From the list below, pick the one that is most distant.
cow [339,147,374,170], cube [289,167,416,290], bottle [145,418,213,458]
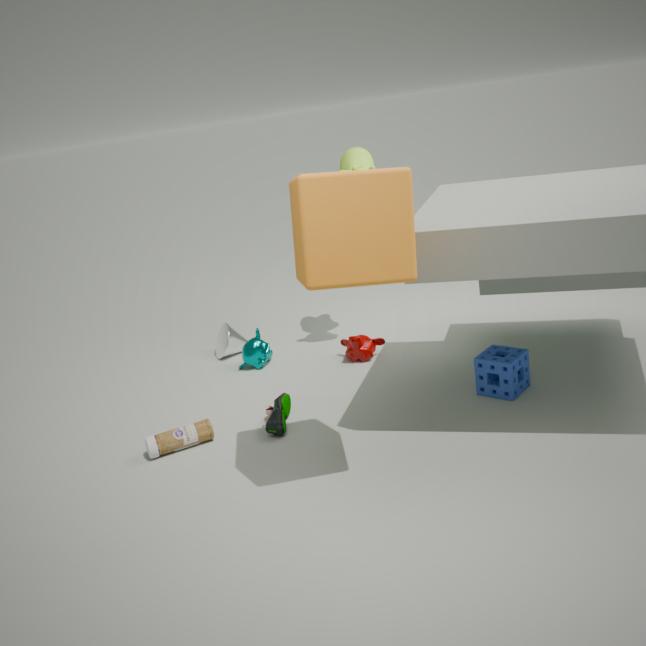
cow [339,147,374,170]
